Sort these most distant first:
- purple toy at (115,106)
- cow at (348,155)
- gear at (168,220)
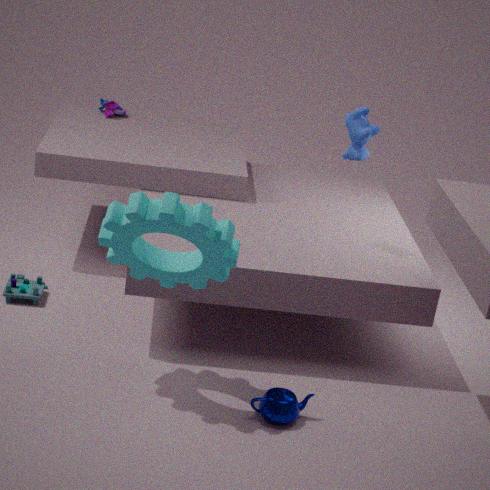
1. purple toy at (115,106)
2. cow at (348,155)
3. gear at (168,220)
